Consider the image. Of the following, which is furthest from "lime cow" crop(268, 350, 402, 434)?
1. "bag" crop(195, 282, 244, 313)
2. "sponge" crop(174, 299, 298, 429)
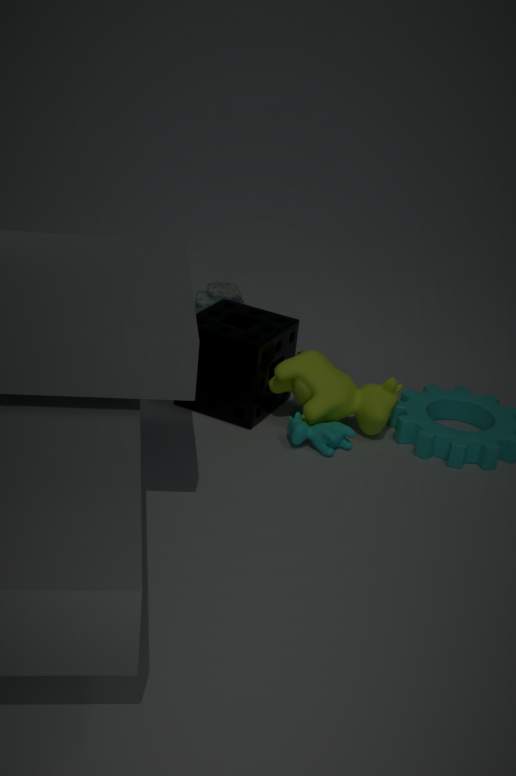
"bag" crop(195, 282, 244, 313)
